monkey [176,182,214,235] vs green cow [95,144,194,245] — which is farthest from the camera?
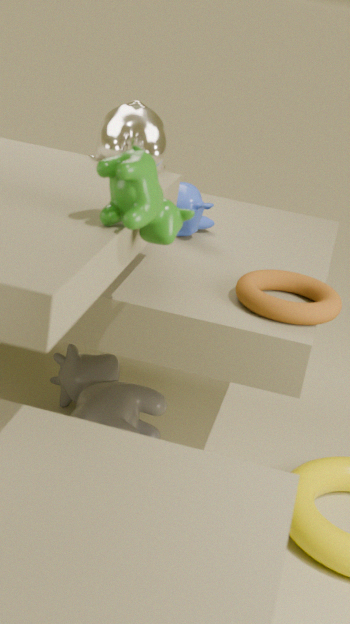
monkey [176,182,214,235]
